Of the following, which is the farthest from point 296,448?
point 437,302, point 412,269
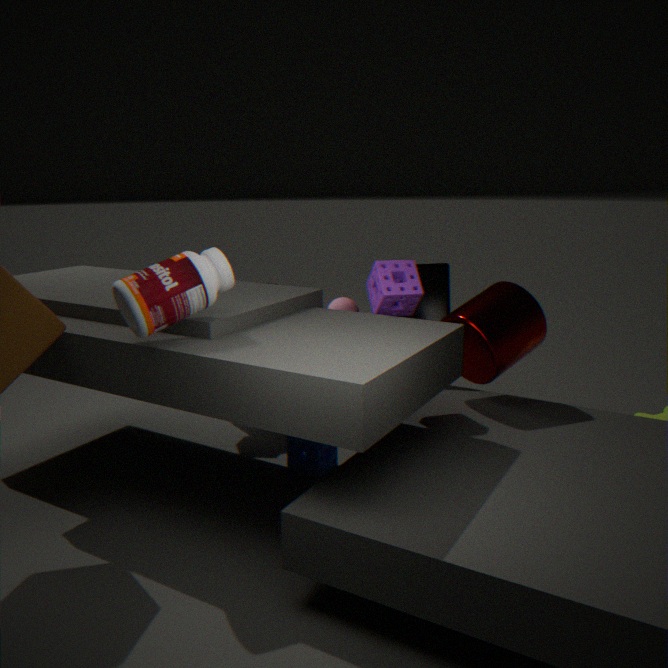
point 437,302
